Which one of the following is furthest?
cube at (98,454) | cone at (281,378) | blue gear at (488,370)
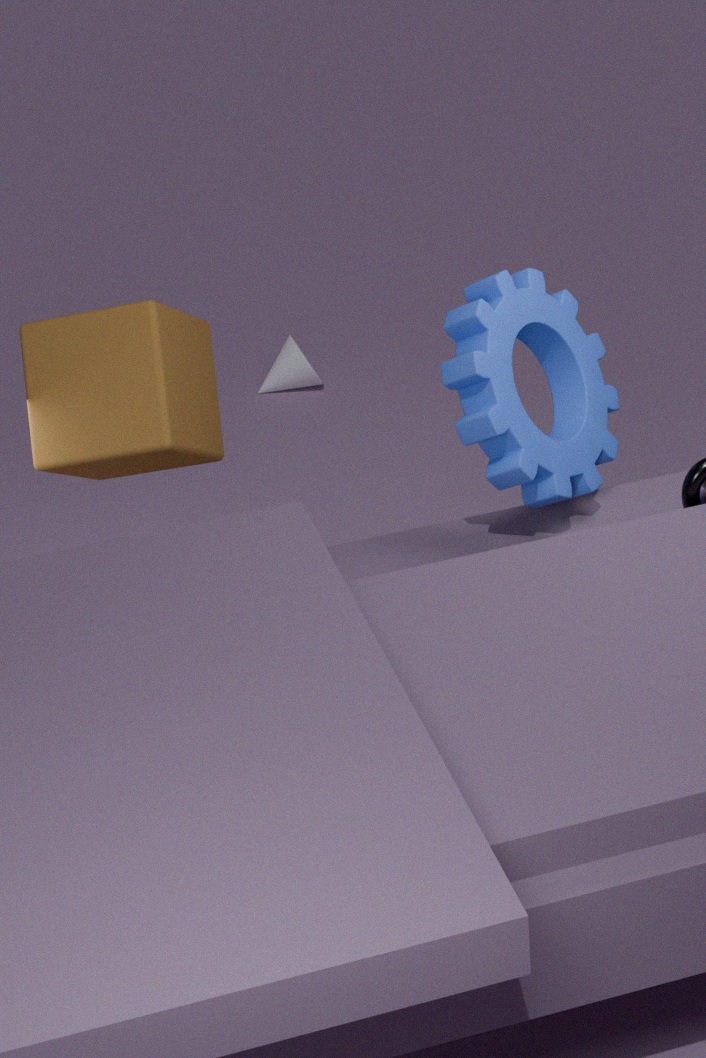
cone at (281,378)
